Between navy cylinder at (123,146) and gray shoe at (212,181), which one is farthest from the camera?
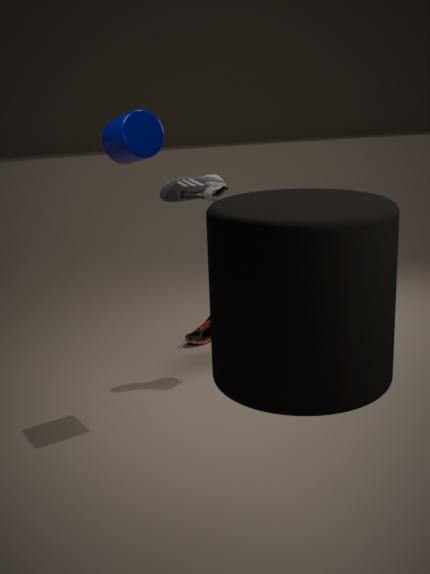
gray shoe at (212,181)
